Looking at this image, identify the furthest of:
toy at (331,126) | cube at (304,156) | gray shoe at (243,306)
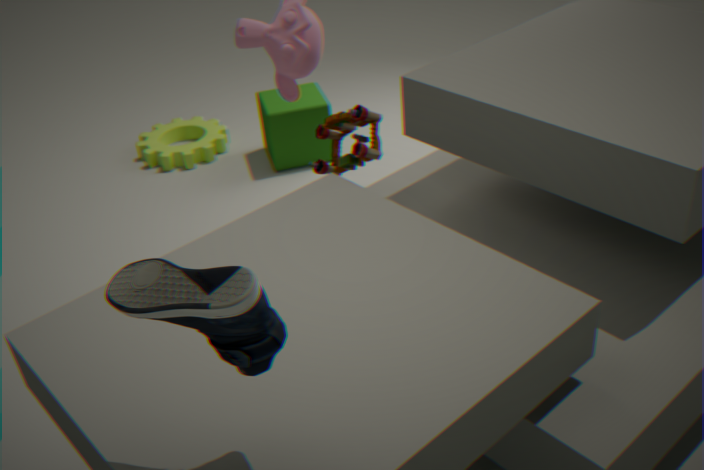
cube at (304,156)
